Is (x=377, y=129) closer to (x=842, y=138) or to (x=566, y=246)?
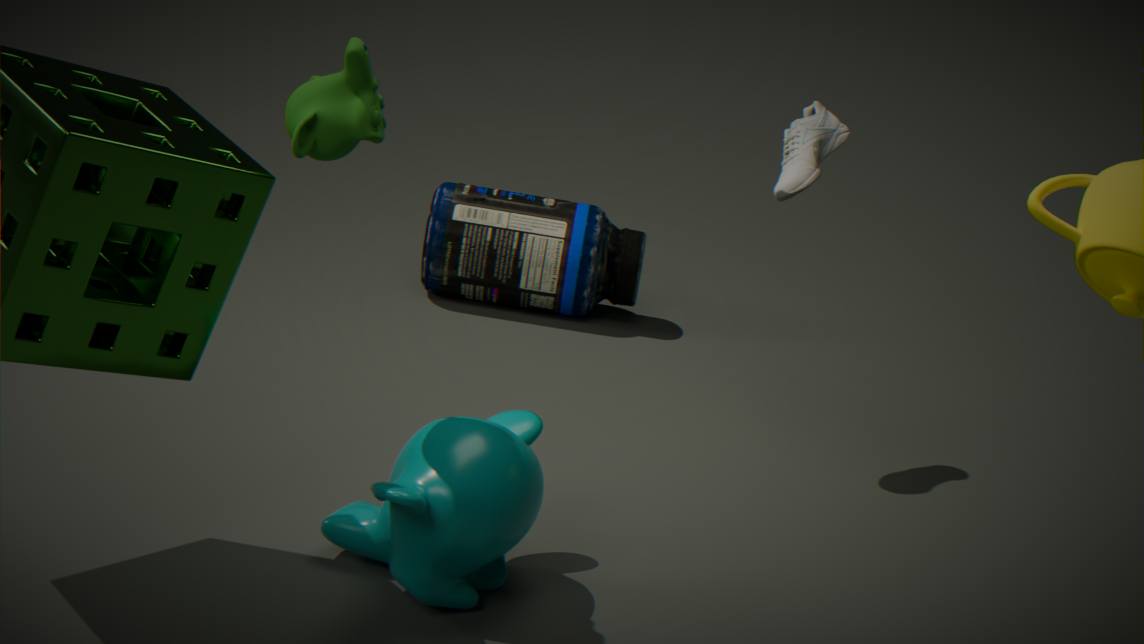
(x=842, y=138)
